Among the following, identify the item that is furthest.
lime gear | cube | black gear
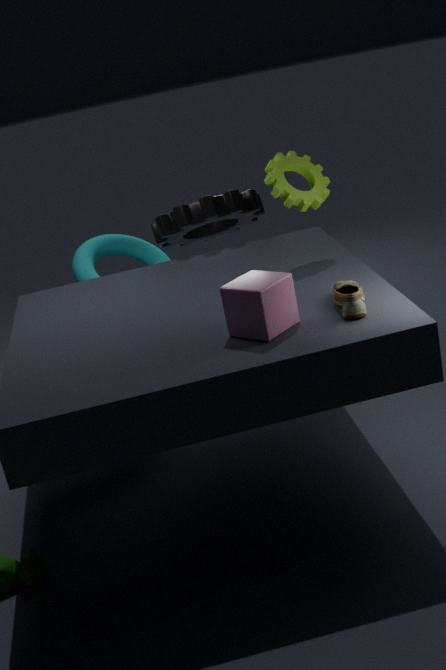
black gear
